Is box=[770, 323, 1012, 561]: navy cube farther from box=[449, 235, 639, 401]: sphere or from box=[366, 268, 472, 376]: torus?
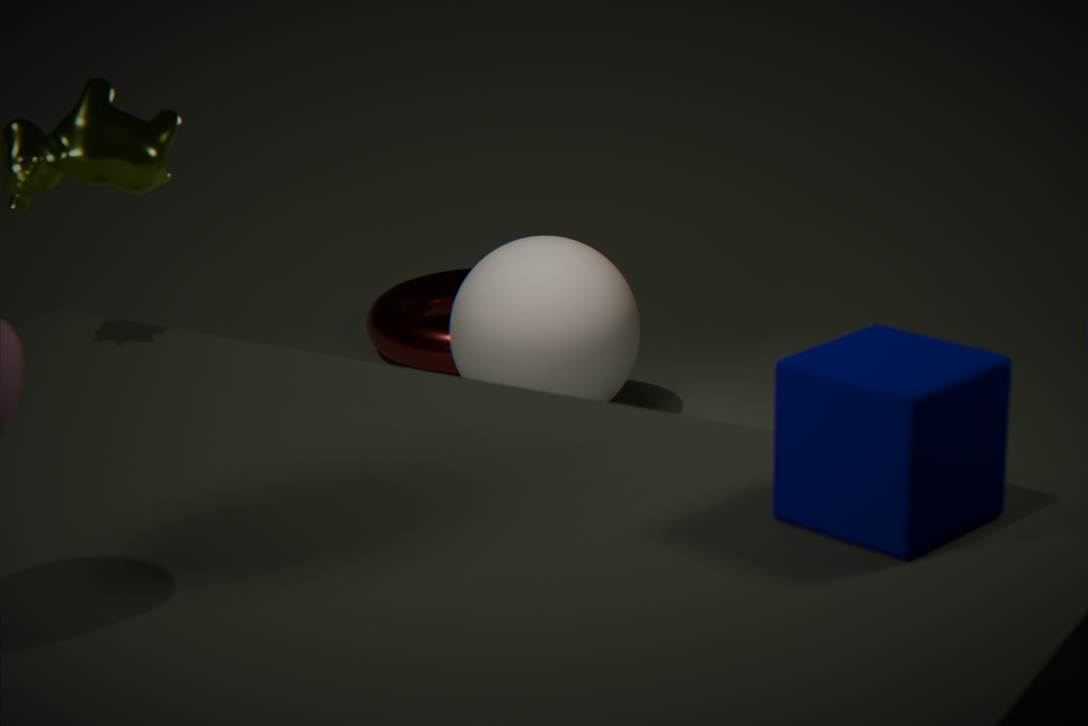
box=[366, 268, 472, 376]: torus
